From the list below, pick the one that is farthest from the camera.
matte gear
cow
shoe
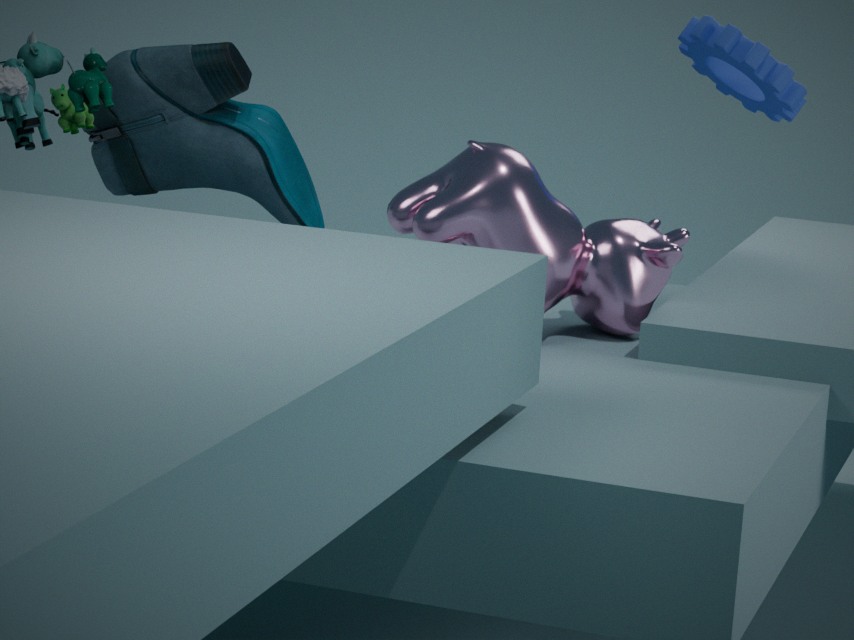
shoe
